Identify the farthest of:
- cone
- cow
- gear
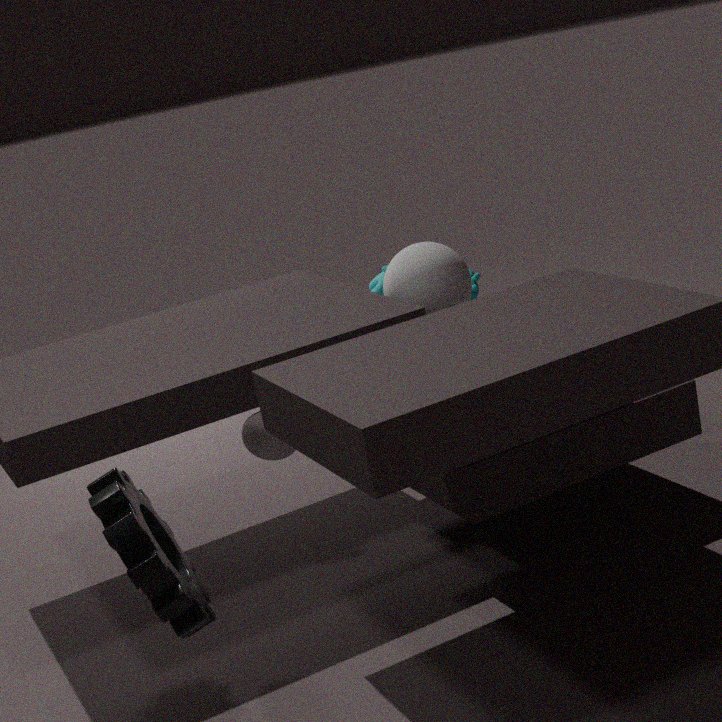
cow
